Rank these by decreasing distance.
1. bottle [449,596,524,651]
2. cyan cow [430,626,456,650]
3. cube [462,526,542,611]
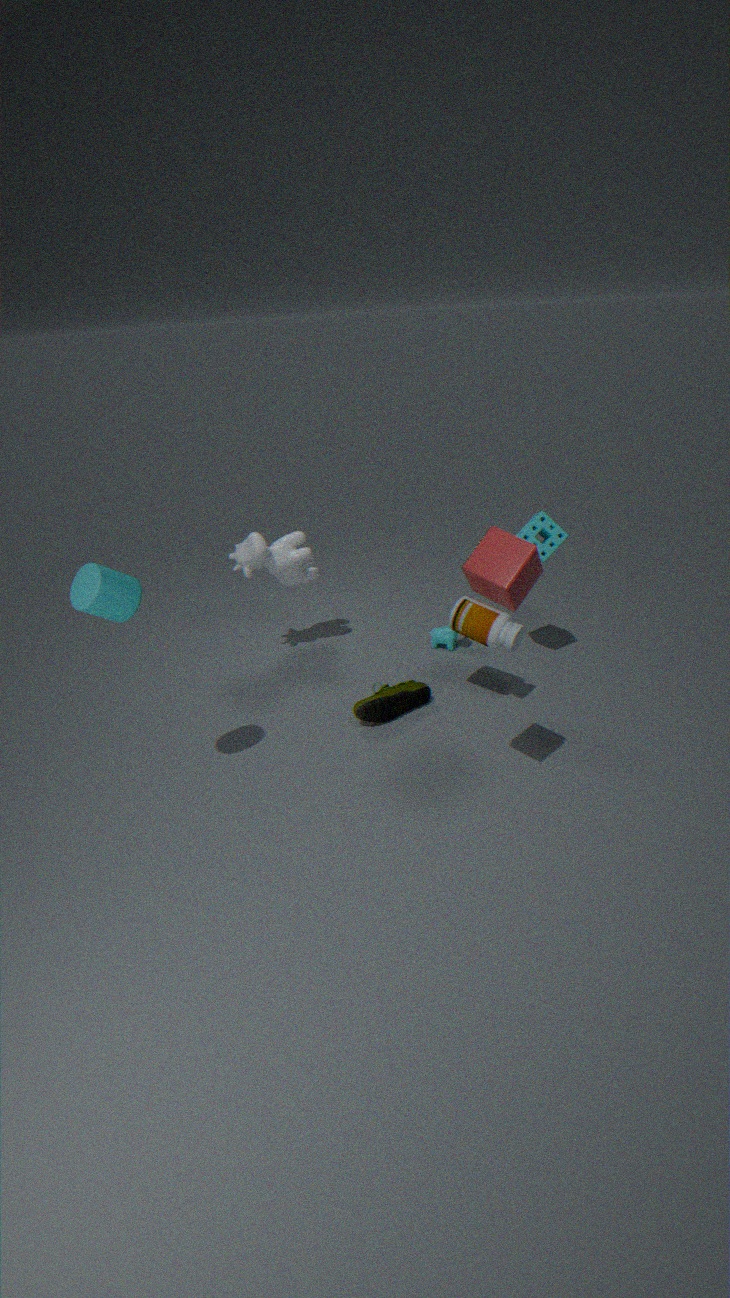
cyan cow [430,626,456,650], bottle [449,596,524,651], cube [462,526,542,611]
